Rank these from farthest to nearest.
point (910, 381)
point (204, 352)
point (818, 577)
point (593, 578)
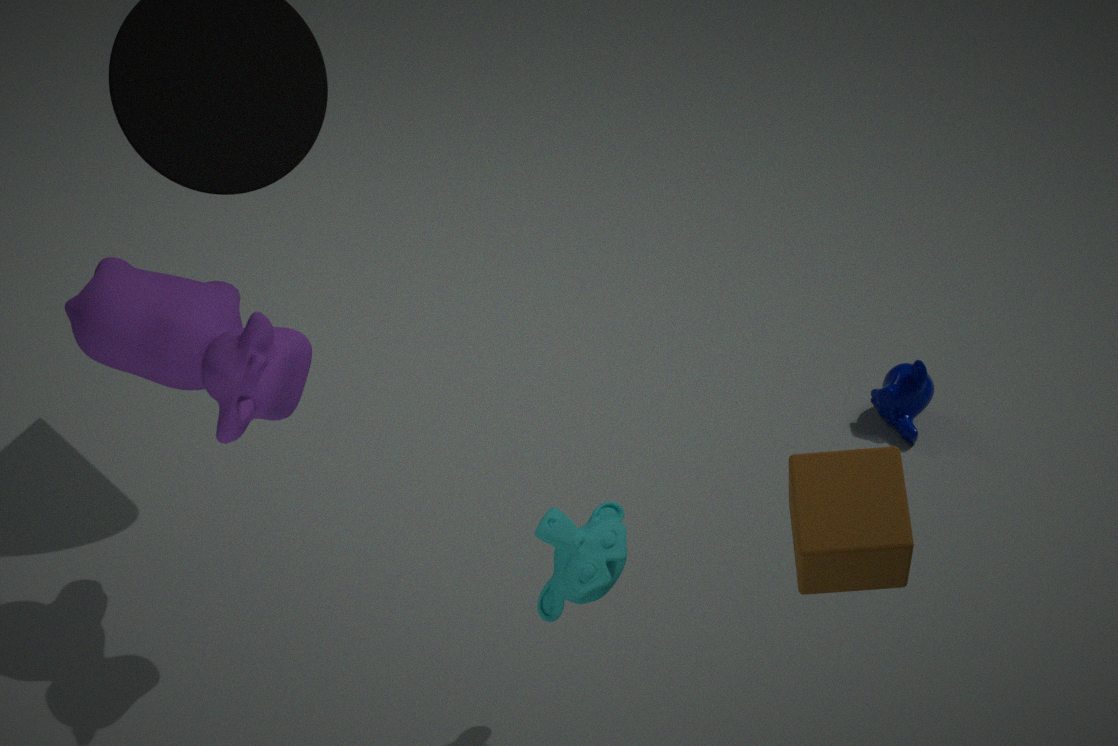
1. point (910, 381)
2. point (204, 352)
3. point (593, 578)
4. point (818, 577)
